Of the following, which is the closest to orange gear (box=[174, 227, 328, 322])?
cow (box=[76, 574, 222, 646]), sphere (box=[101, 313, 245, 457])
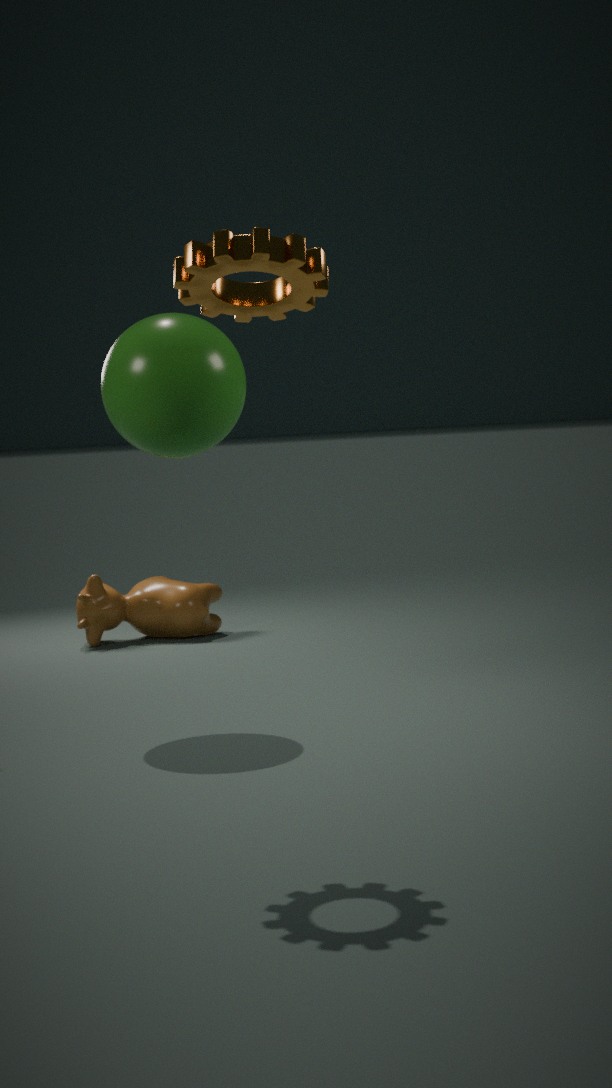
sphere (box=[101, 313, 245, 457])
